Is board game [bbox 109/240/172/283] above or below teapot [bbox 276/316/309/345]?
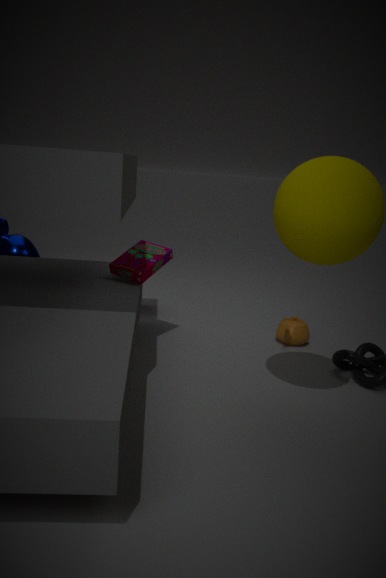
above
